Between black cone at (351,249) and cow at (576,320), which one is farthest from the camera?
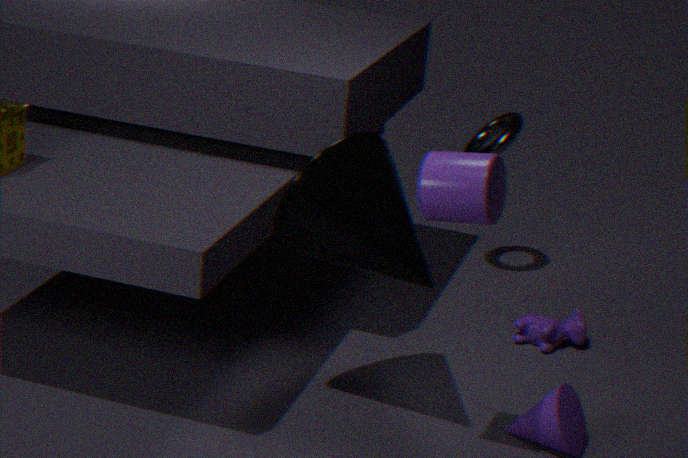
cow at (576,320)
